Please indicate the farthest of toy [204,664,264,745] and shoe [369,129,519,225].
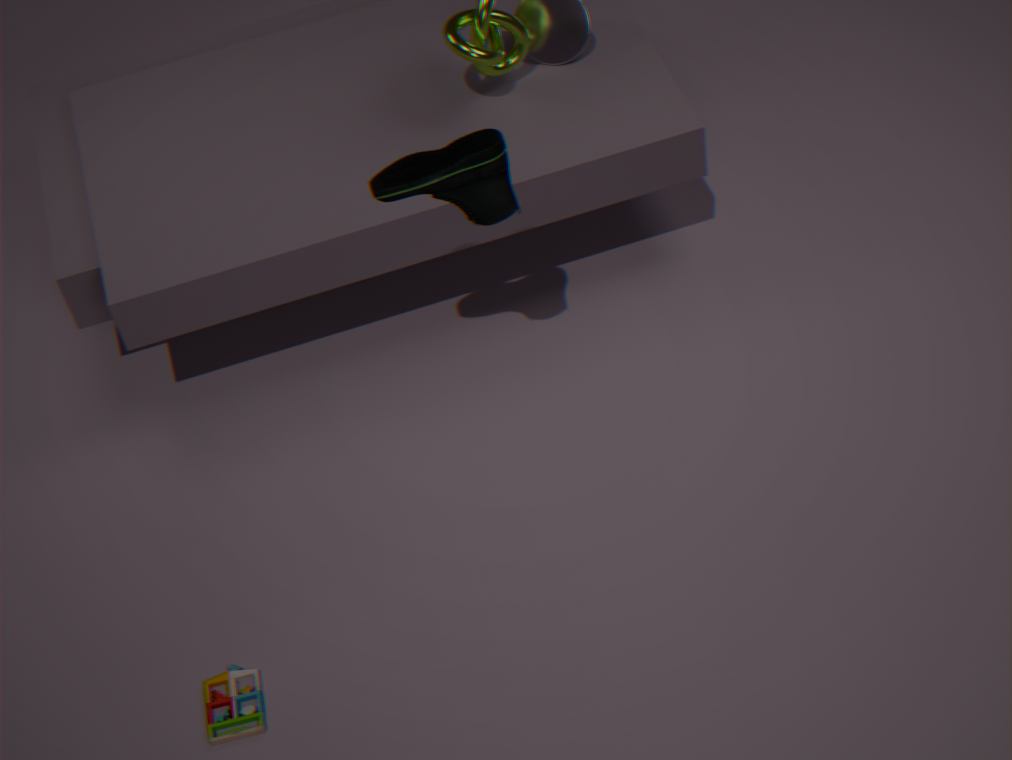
toy [204,664,264,745]
